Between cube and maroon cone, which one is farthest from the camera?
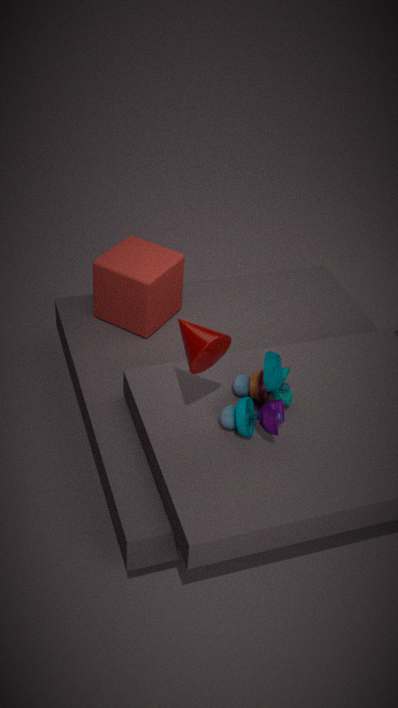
cube
